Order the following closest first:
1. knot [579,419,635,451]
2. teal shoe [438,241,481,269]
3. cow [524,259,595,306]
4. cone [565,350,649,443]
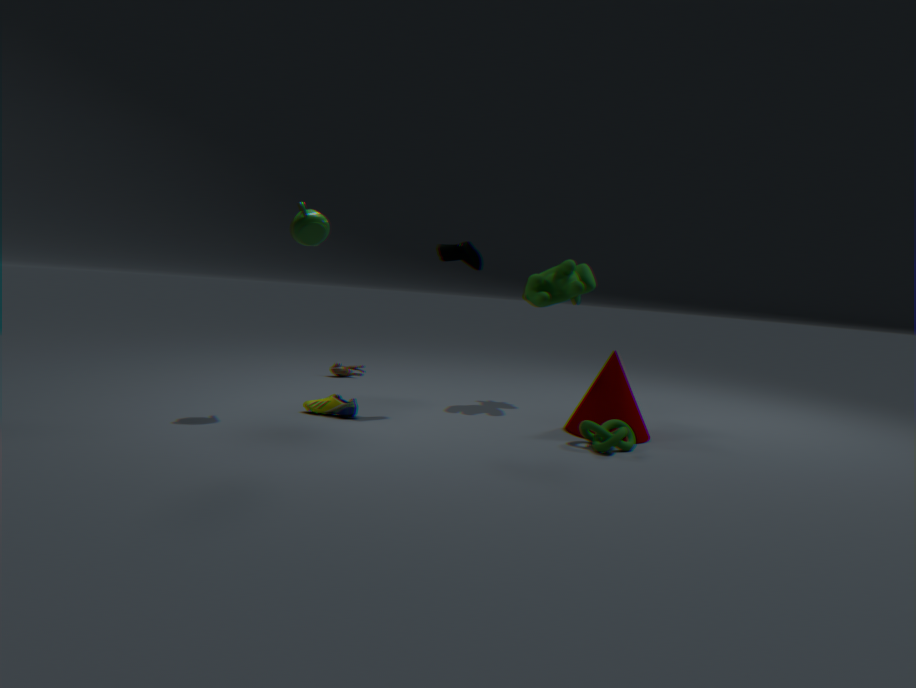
knot [579,419,635,451] → teal shoe [438,241,481,269] → cone [565,350,649,443] → cow [524,259,595,306]
